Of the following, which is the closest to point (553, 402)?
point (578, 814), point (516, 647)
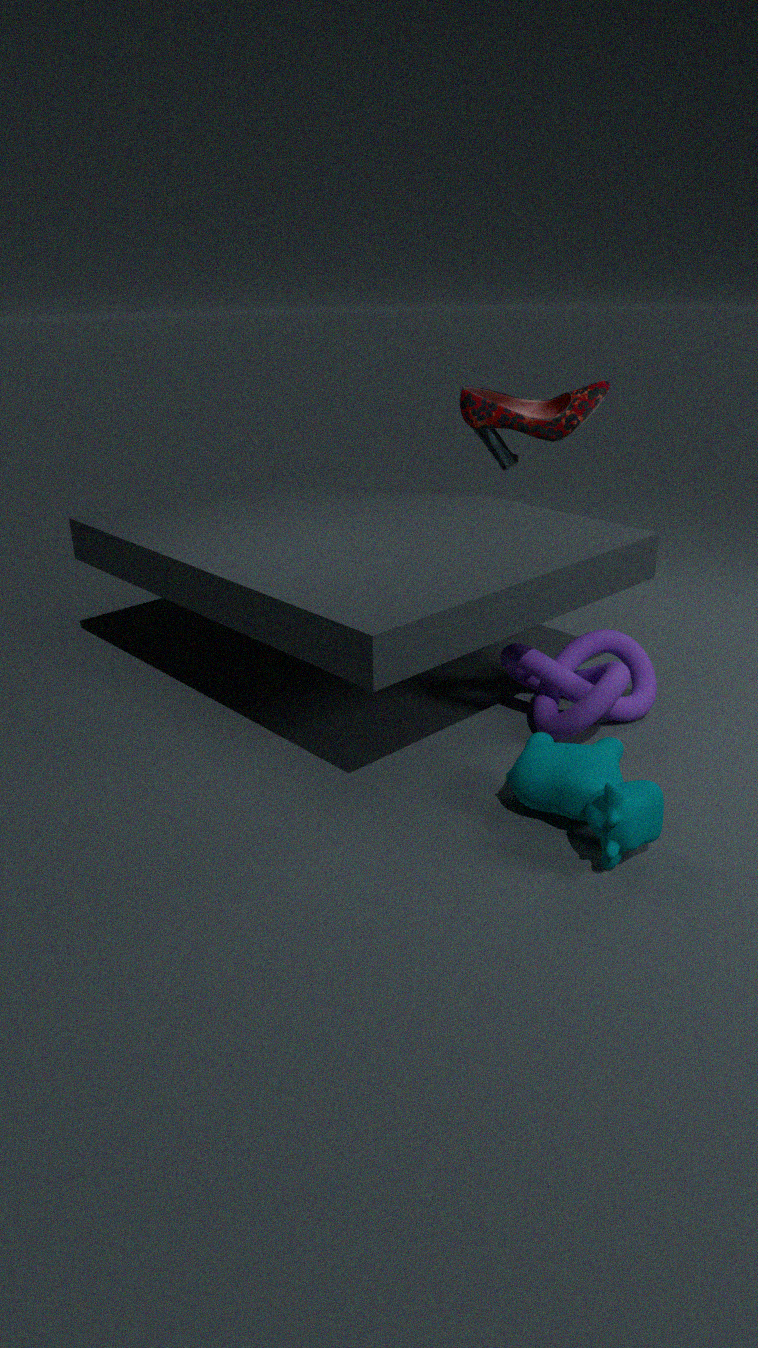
point (516, 647)
